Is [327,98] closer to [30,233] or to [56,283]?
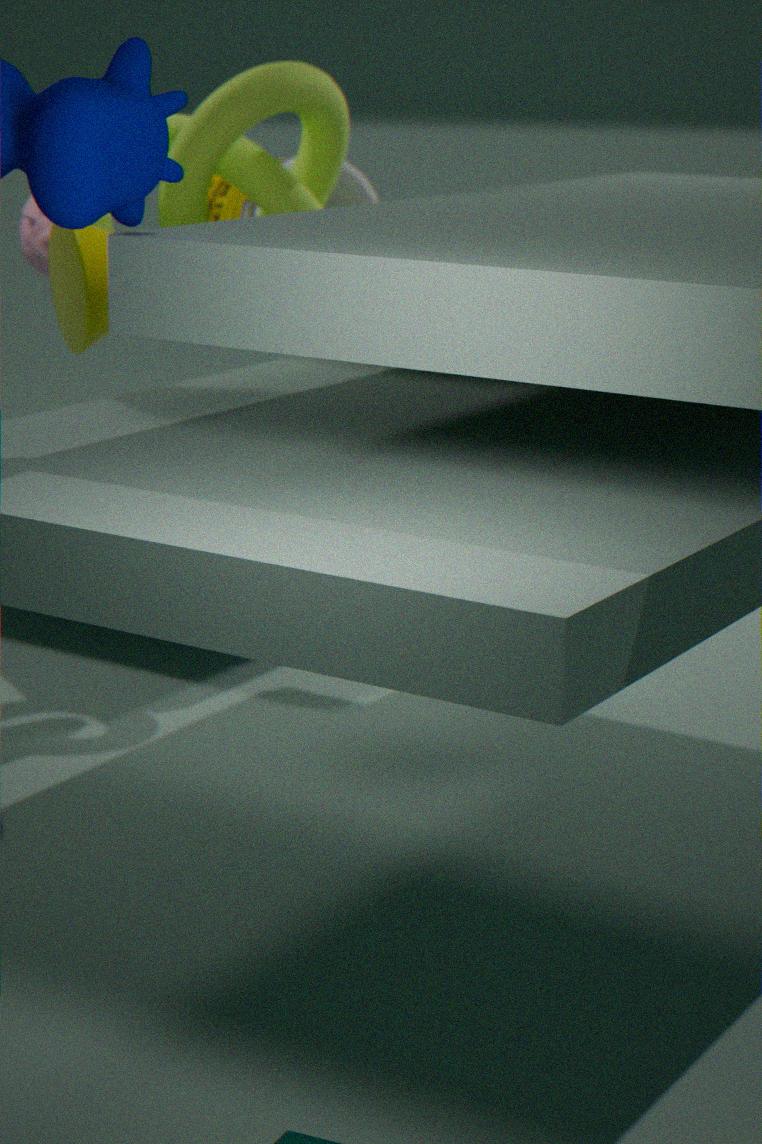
[56,283]
